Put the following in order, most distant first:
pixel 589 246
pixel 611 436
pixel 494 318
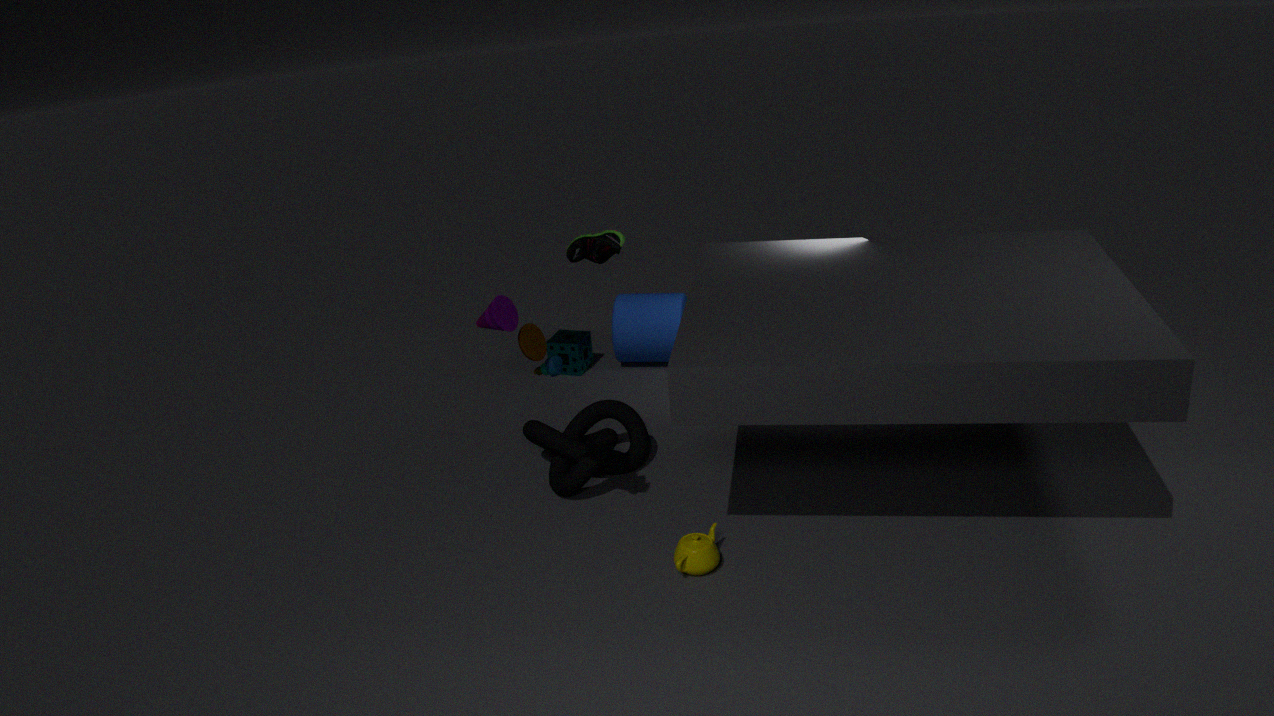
pixel 589 246
pixel 611 436
pixel 494 318
